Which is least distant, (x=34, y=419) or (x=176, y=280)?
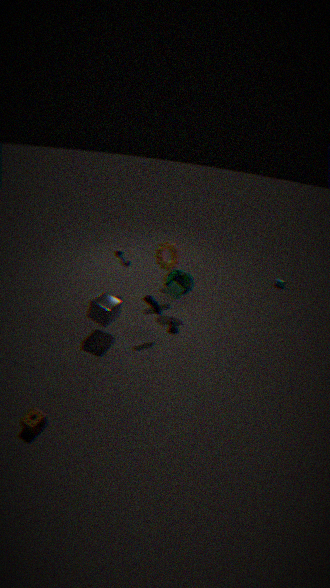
(x=34, y=419)
